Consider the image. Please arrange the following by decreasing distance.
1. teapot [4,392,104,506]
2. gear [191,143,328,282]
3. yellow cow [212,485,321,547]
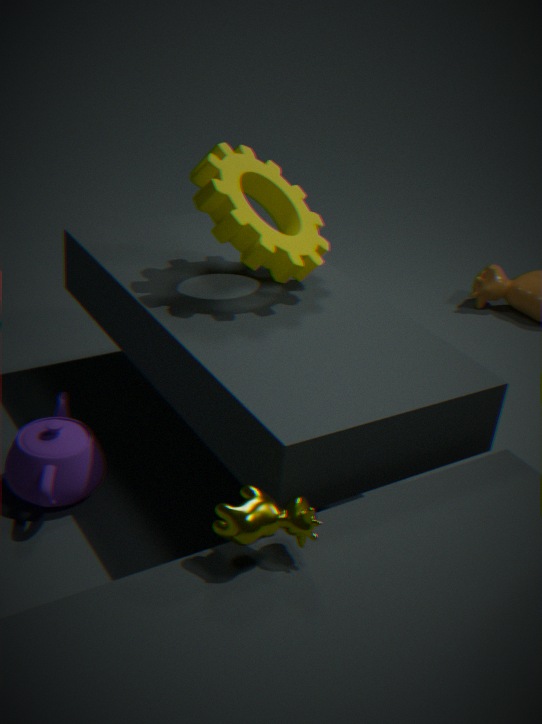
1. gear [191,143,328,282]
2. teapot [4,392,104,506]
3. yellow cow [212,485,321,547]
